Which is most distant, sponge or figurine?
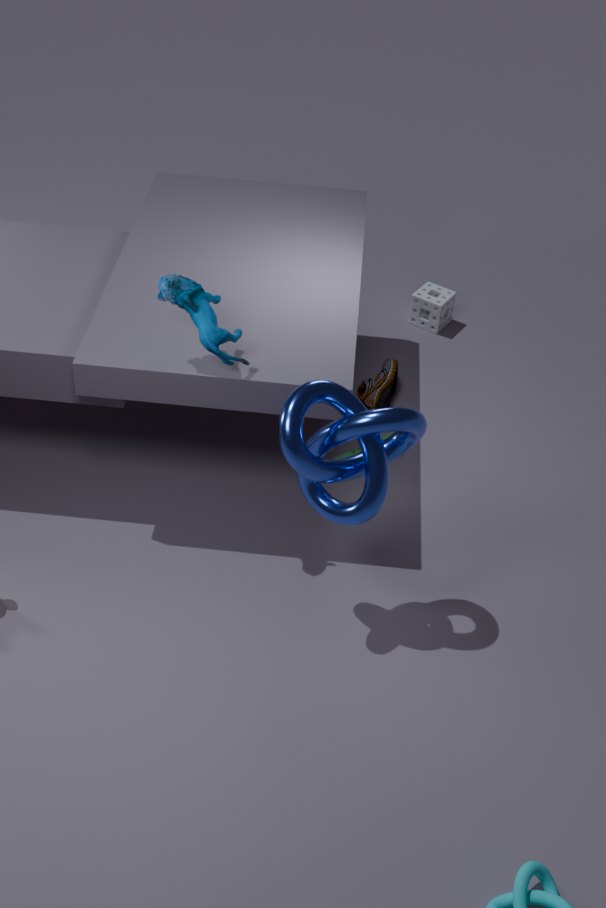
sponge
